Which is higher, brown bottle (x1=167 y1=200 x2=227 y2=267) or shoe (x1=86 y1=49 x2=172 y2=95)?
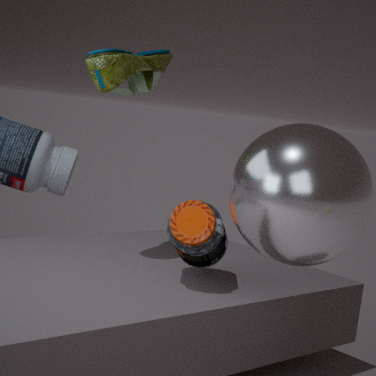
shoe (x1=86 y1=49 x2=172 y2=95)
